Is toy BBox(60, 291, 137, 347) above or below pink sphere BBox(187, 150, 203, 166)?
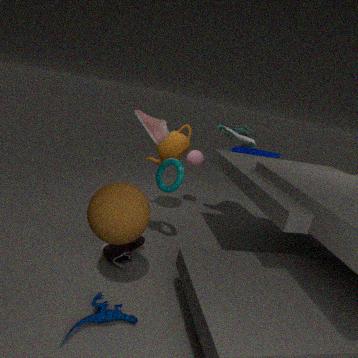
below
